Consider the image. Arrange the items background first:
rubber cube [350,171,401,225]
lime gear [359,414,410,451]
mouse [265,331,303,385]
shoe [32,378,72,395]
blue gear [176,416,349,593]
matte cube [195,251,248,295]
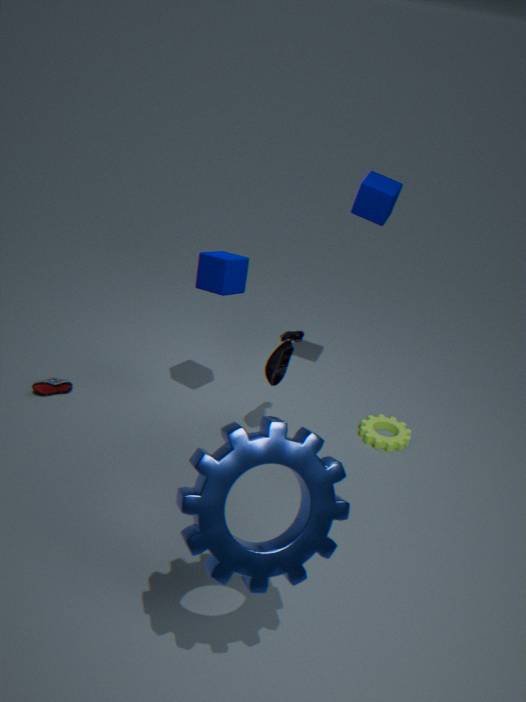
shoe [32,378,72,395]
lime gear [359,414,410,451]
rubber cube [350,171,401,225]
mouse [265,331,303,385]
matte cube [195,251,248,295]
blue gear [176,416,349,593]
